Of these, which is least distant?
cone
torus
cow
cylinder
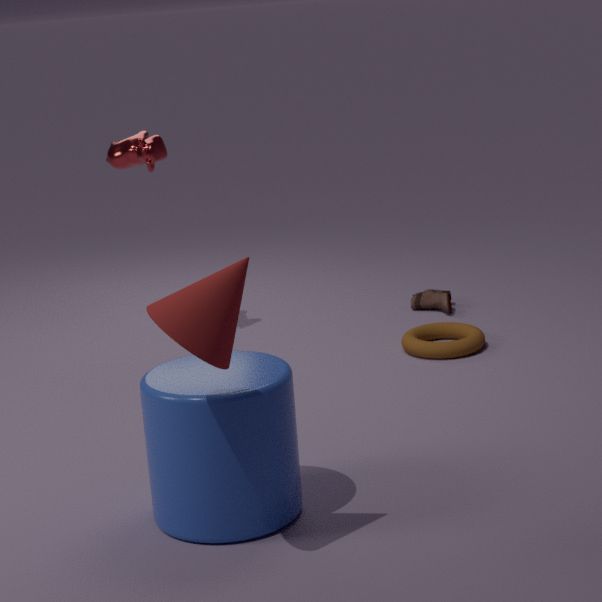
cone
